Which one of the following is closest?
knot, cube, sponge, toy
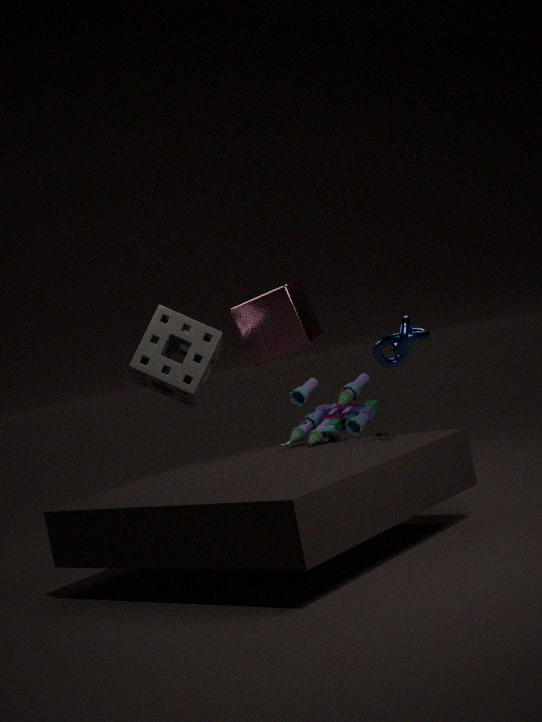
knot
